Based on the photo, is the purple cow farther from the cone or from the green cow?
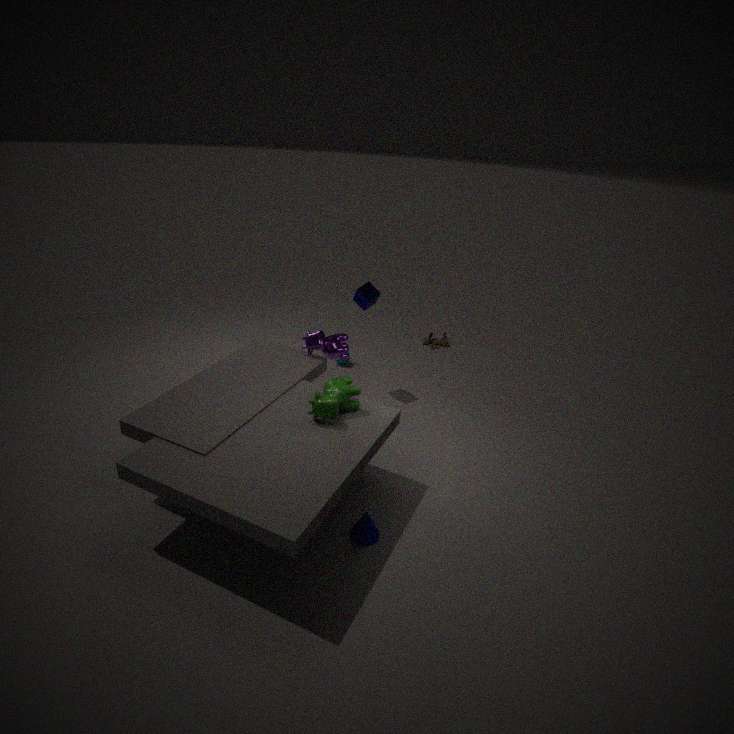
the cone
